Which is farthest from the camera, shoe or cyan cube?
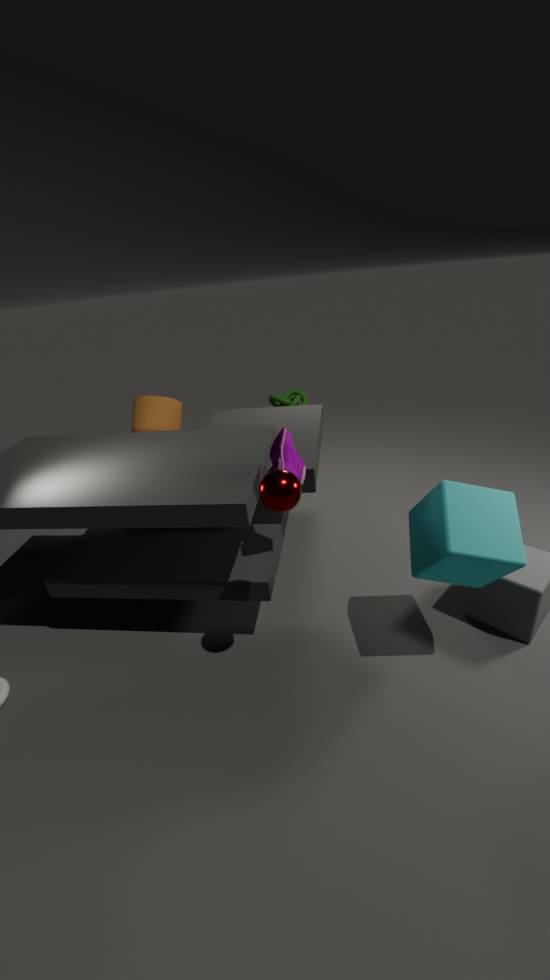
shoe
